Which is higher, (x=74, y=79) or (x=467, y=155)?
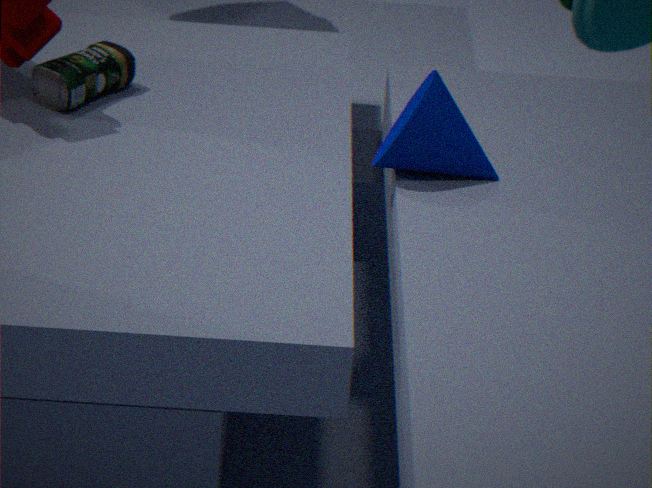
(x=467, y=155)
